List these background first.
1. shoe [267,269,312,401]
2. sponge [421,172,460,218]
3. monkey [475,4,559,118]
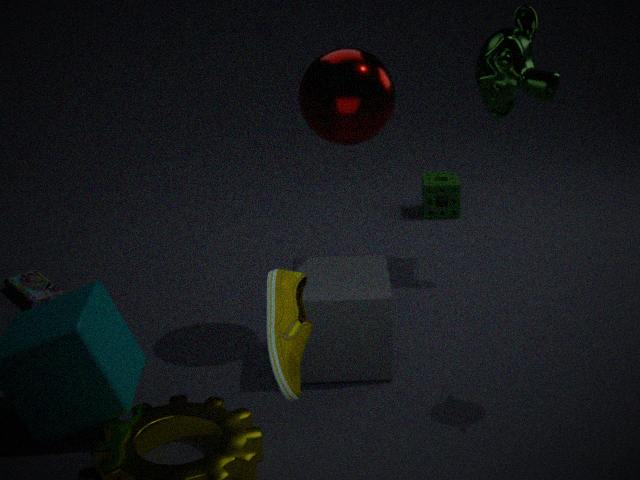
sponge [421,172,460,218] < monkey [475,4,559,118] < shoe [267,269,312,401]
